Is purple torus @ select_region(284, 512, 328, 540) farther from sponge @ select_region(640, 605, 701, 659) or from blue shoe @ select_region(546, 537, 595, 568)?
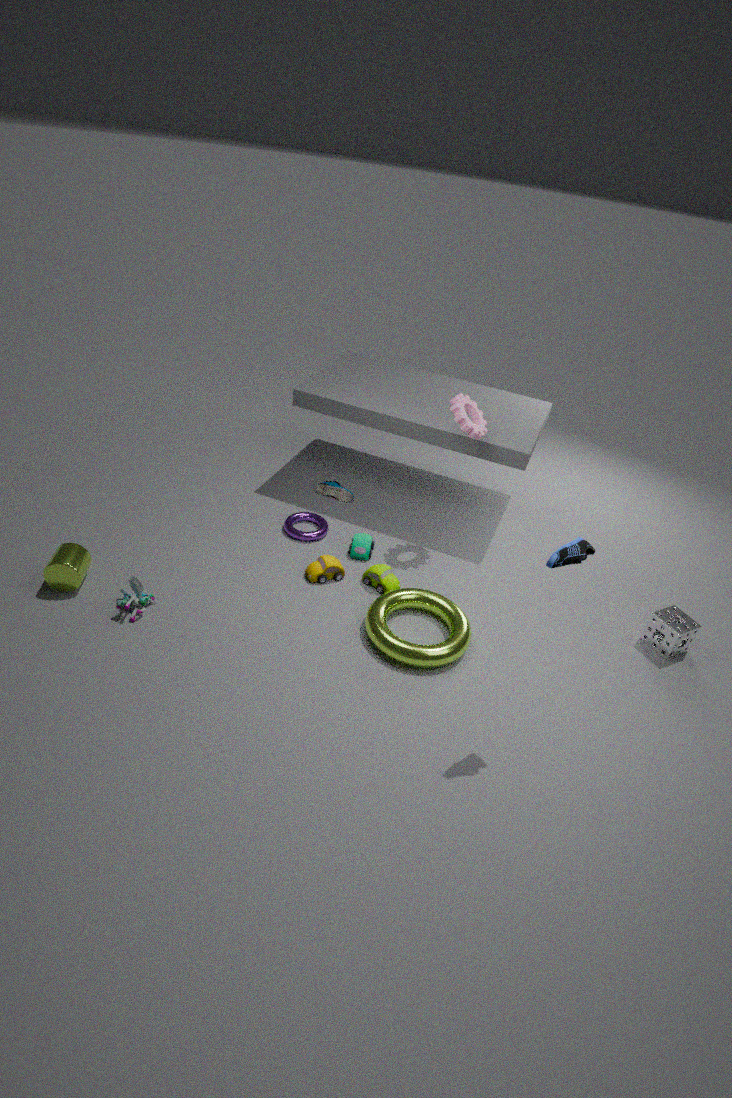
sponge @ select_region(640, 605, 701, 659)
